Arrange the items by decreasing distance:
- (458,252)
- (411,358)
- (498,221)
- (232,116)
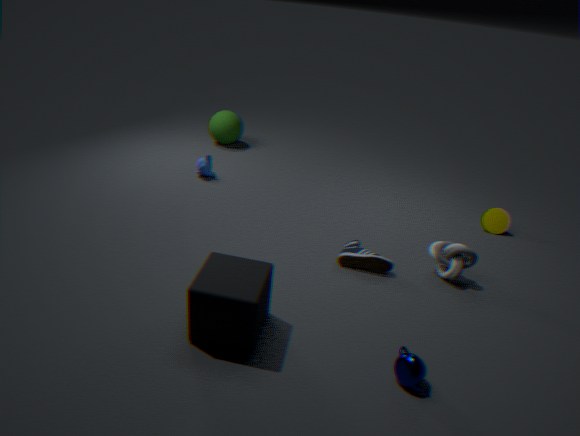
(232,116) < (498,221) < (458,252) < (411,358)
